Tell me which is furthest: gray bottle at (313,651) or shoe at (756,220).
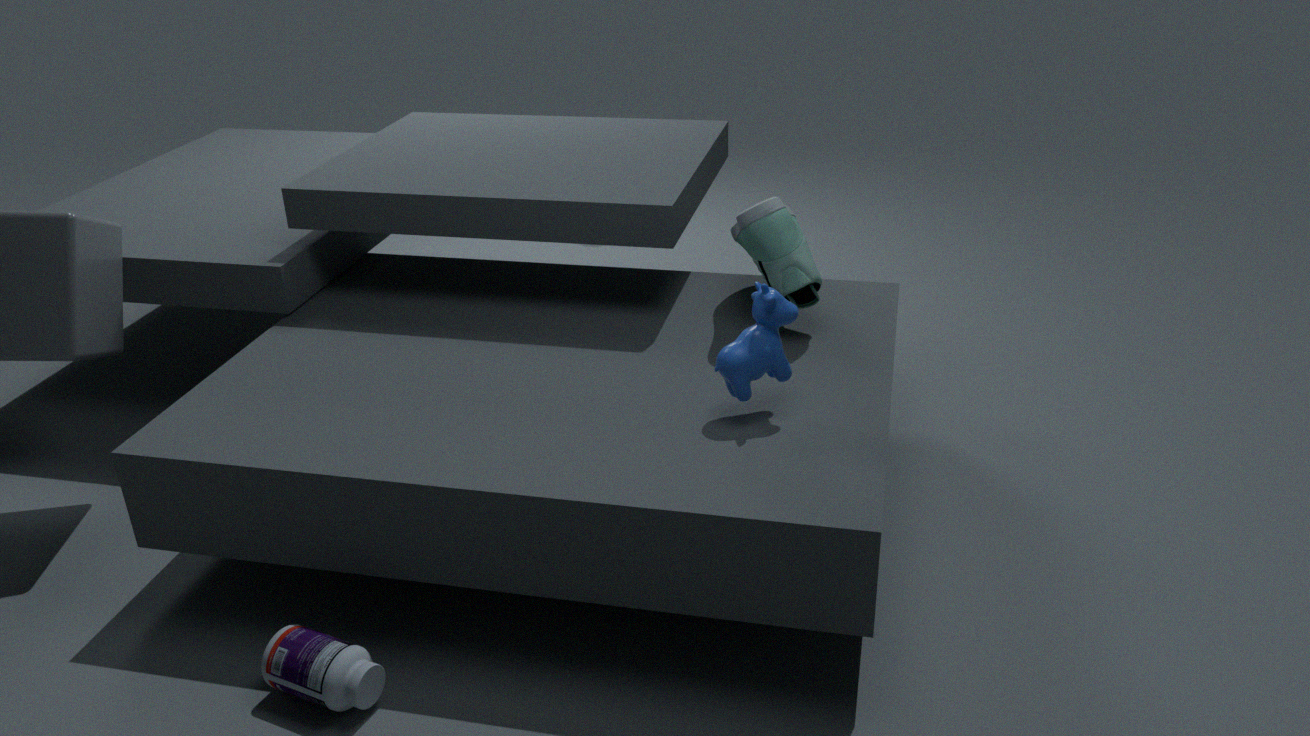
shoe at (756,220)
